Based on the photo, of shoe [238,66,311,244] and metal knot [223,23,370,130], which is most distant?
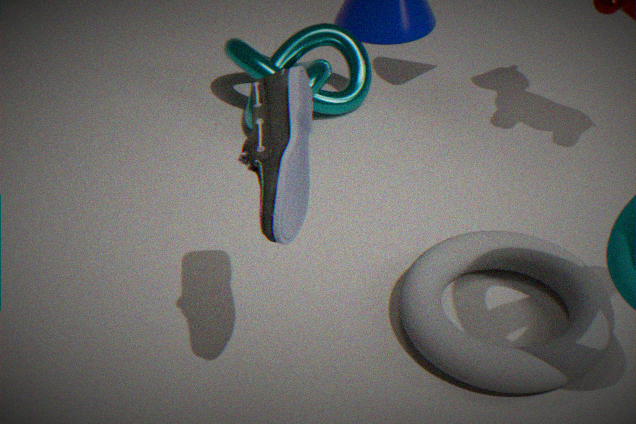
metal knot [223,23,370,130]
